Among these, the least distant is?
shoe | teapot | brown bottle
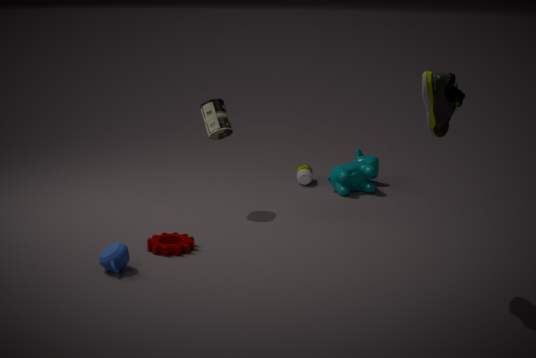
shoe
